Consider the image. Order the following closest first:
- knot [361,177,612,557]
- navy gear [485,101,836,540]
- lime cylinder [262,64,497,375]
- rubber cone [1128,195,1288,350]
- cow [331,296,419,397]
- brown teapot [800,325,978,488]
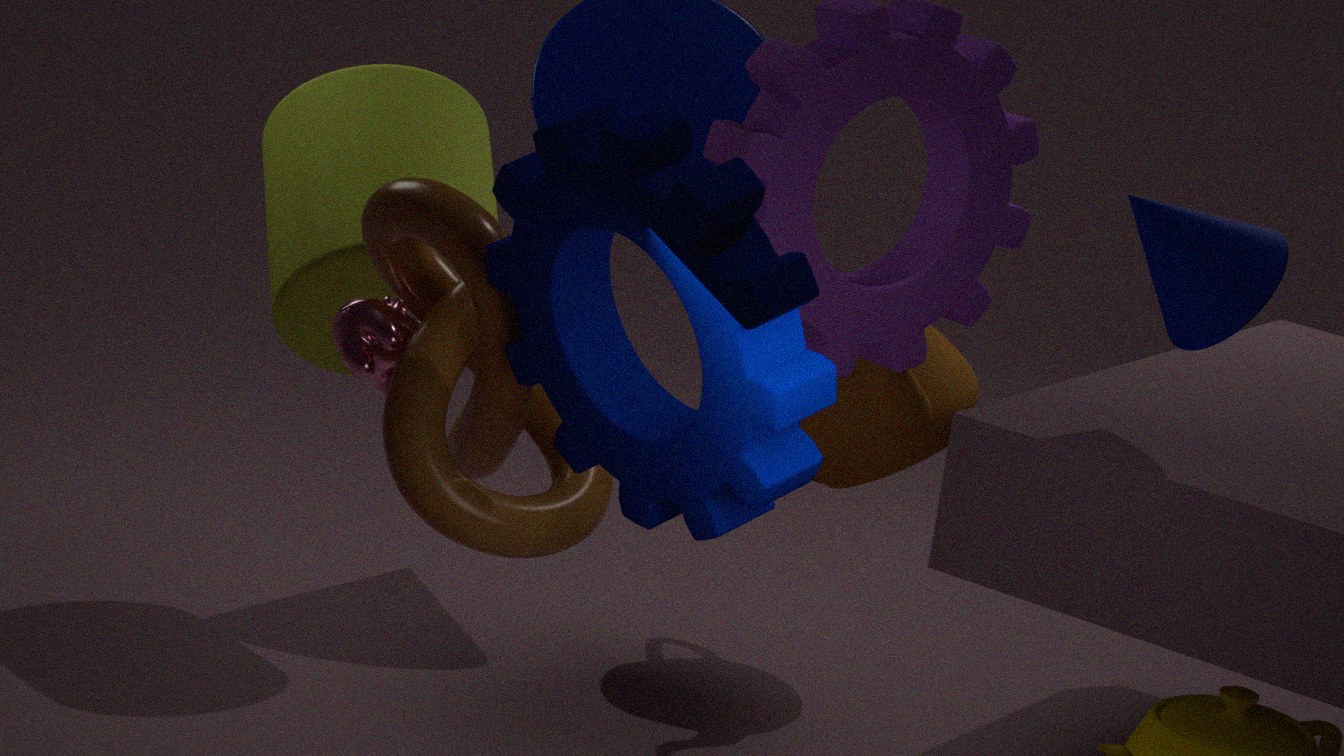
navy gear [485,101,836,540] < knot [361,177,612,557] < cow [331,296,419,397] < rubber cone [1128,195,1288,350] < lime cylinder [262,64,497,375] < brown teapot [800,325,978,488]
